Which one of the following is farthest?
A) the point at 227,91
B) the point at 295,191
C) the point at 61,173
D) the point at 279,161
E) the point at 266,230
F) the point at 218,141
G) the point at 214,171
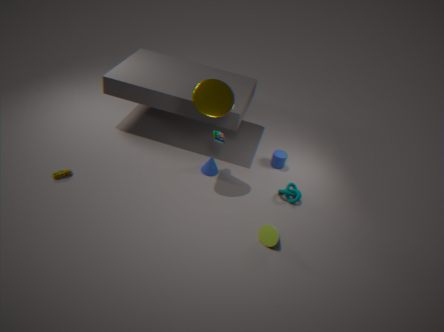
the point at 279,161
